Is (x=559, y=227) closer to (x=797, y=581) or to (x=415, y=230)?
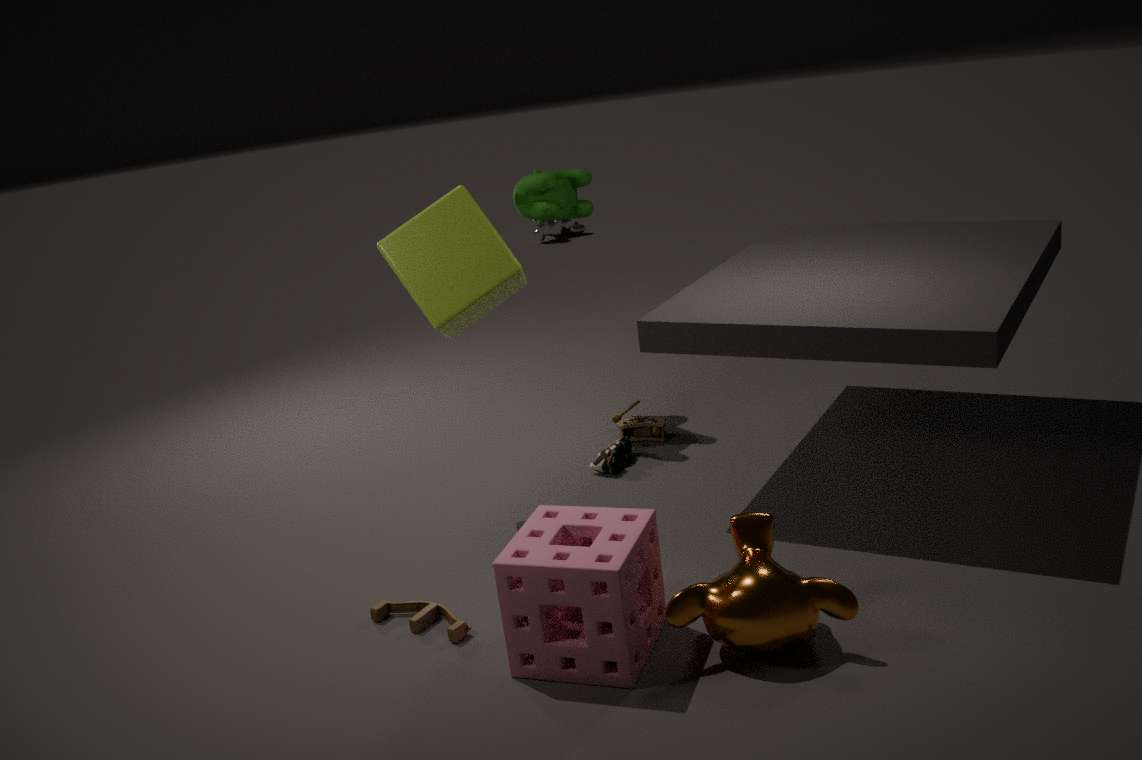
(x=415, y=230)
